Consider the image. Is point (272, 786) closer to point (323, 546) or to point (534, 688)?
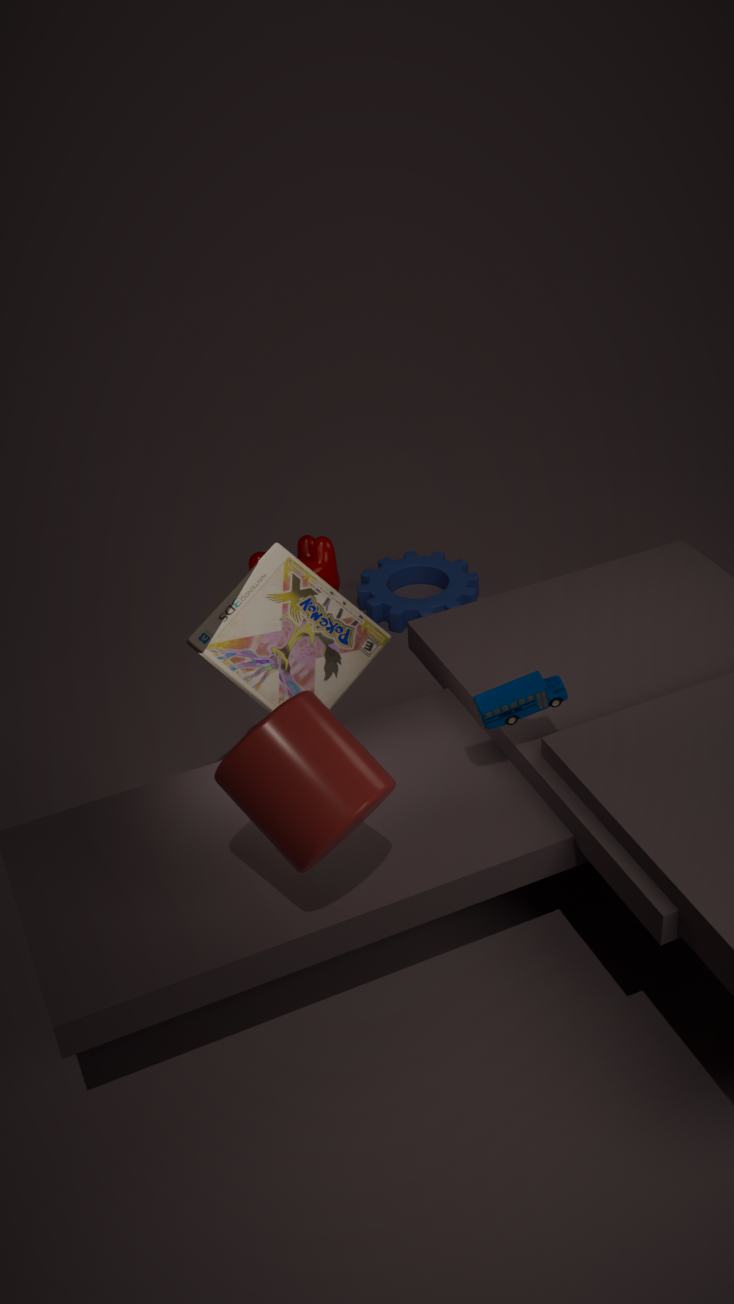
point (534, 688)
